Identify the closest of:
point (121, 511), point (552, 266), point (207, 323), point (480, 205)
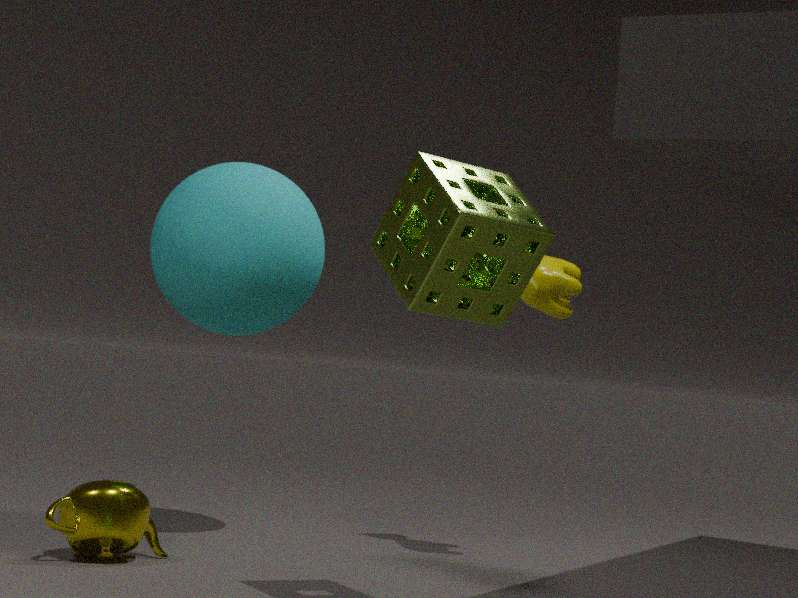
point (480, 205)
